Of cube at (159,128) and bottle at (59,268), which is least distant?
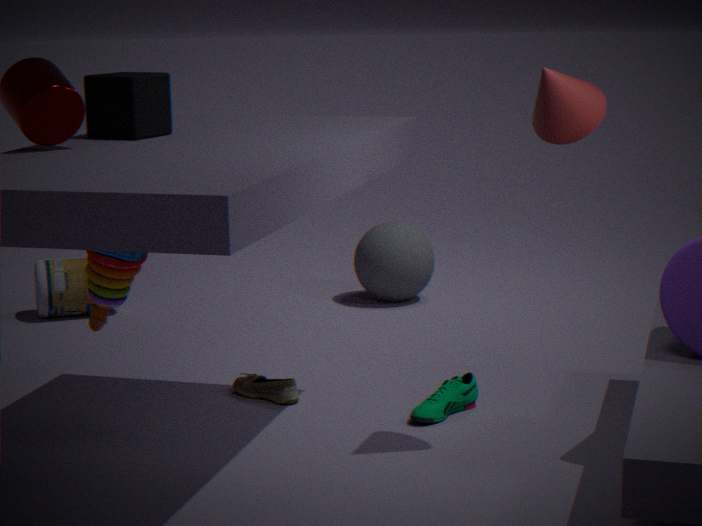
cube at (159,128)
